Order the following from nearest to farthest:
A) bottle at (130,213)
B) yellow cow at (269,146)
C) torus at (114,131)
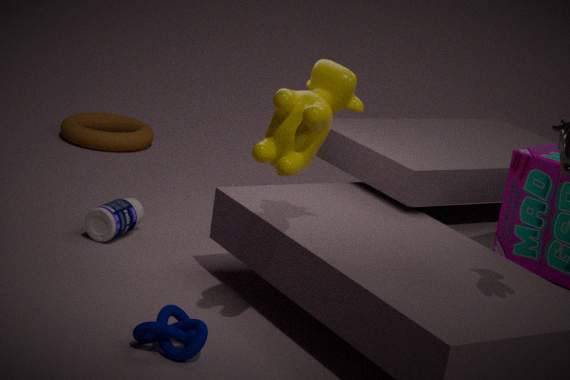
yellow cow at (269,146), bottle at (130,213), torus at (114,131)
